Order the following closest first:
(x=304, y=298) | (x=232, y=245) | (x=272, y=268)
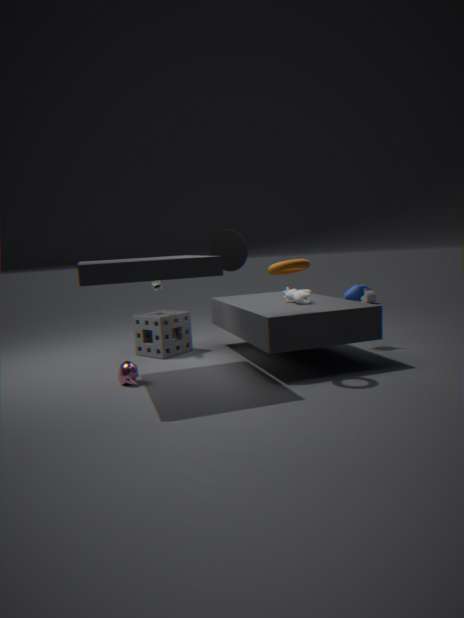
1. (x=272, y=268)
2. (x=304, y=298)
3. (x=232, y=245)
